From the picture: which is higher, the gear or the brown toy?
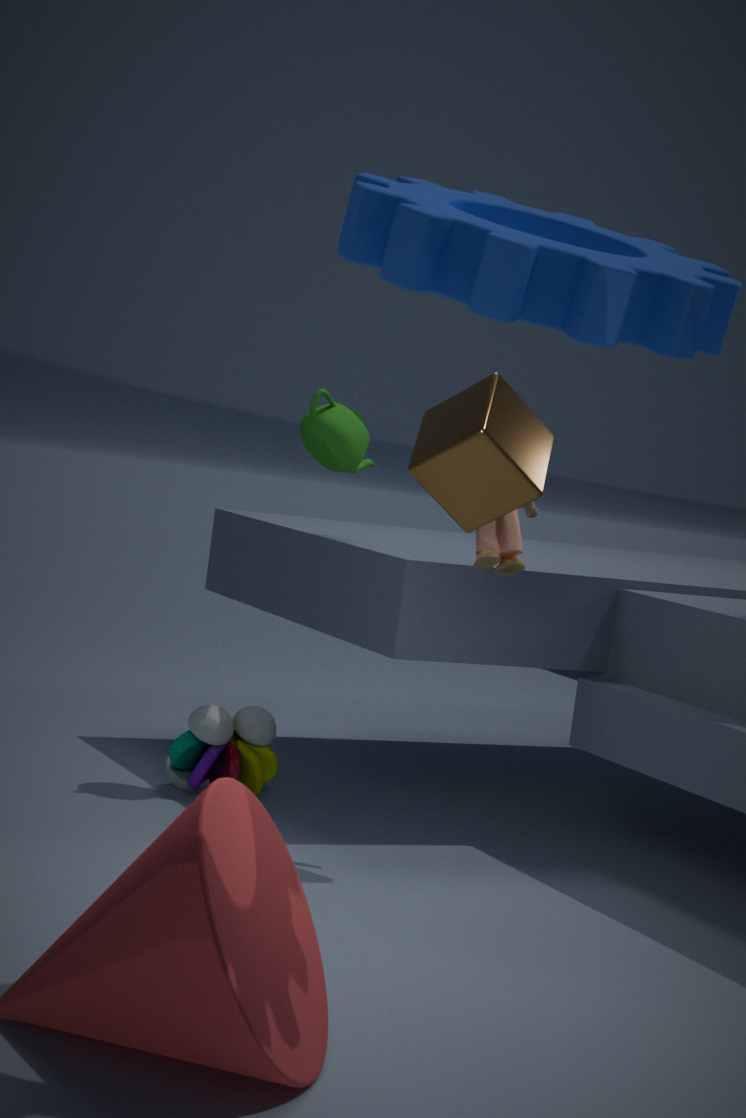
the gear
